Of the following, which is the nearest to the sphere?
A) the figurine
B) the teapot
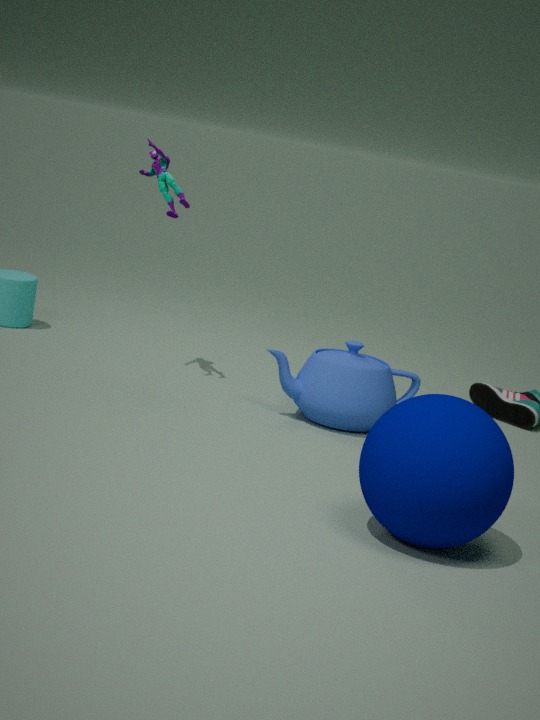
the teapot
